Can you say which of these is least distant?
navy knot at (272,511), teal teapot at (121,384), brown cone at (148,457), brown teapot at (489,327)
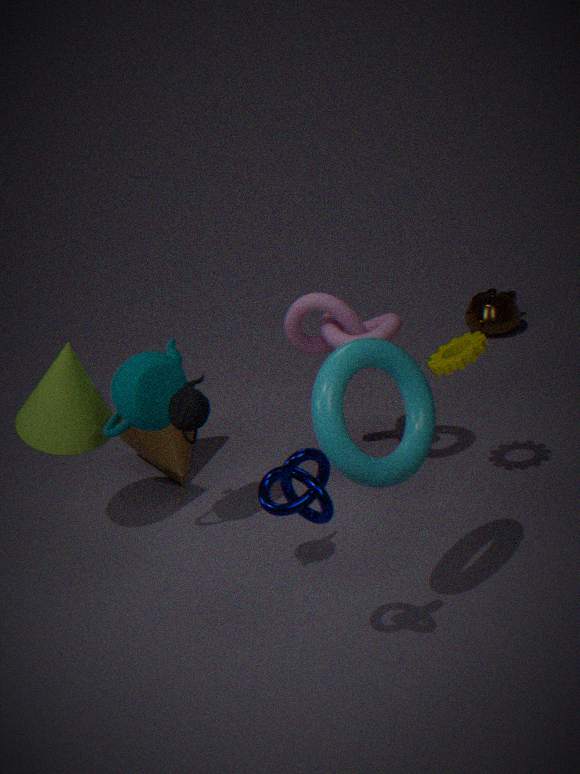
navy knot at (272,511)
